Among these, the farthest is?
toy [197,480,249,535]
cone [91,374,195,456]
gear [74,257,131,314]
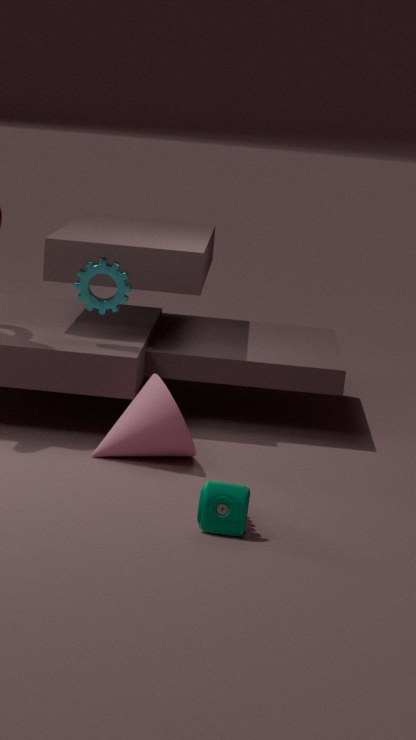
gear [74,257,131,314]
